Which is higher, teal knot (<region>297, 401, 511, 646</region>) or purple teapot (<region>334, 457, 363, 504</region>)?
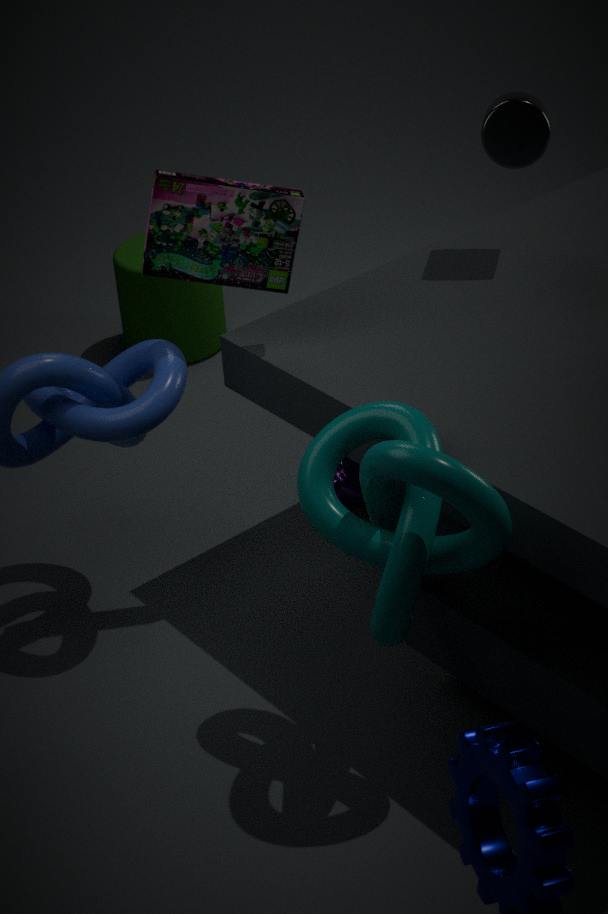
teal knot (<region>297, 401, 511, 646</region>)
